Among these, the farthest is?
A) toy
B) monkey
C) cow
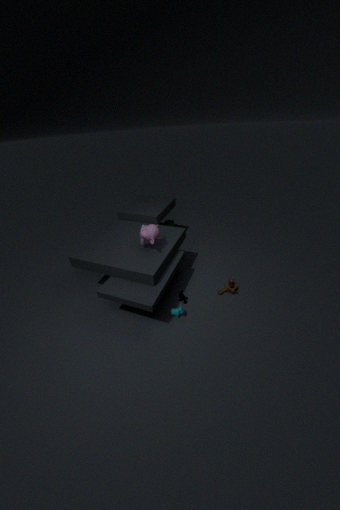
toy
